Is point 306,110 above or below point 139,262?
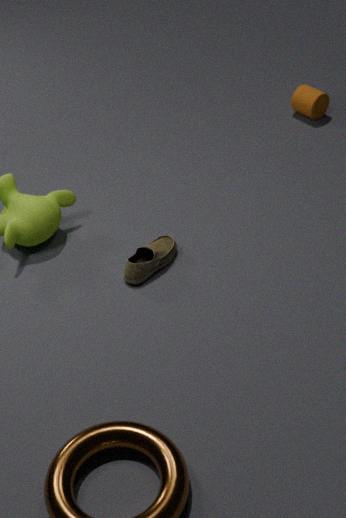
above
